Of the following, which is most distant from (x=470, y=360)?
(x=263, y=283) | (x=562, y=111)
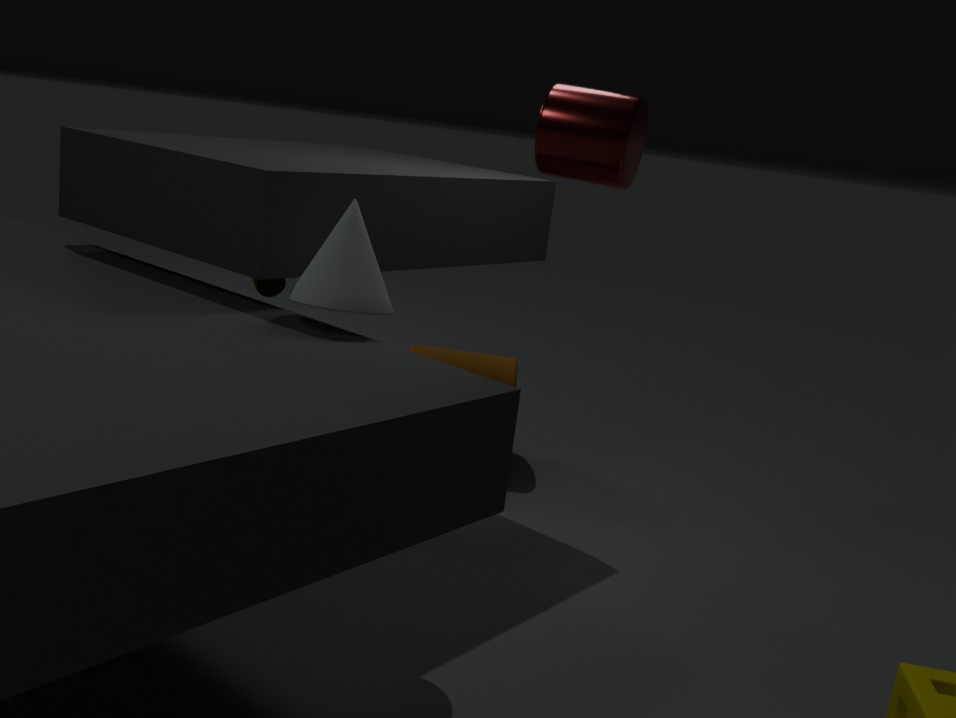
(x=562, y=111)
